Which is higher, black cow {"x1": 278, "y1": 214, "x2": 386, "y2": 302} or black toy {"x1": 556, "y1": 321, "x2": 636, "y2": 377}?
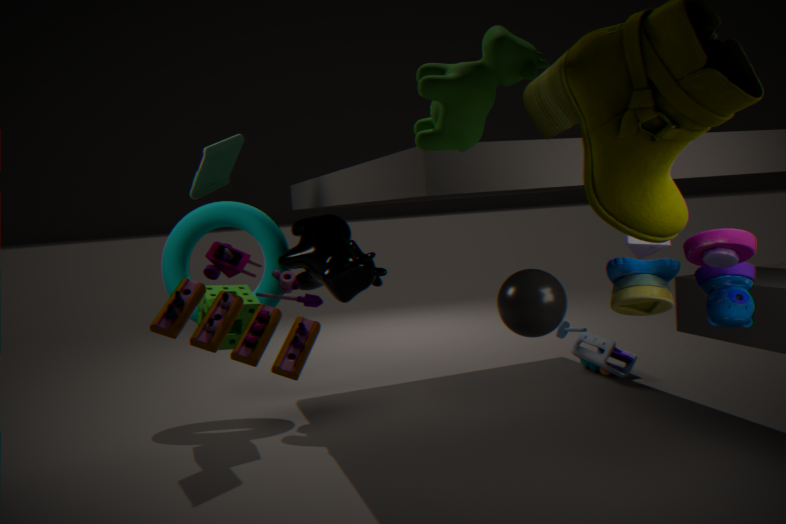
black cow {"x1": 278, "y1": 214, "x2": 386, "y2": 302}
